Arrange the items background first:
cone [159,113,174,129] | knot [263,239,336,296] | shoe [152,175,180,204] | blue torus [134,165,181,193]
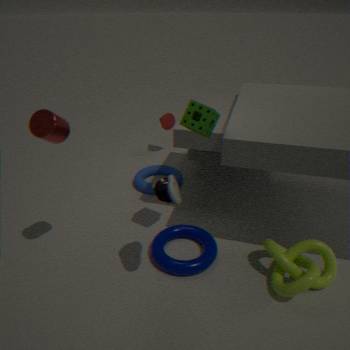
cone [159,113,174,129], blue torus [134,165,181,193], knot [263,239,336,296], shoe [152,175,180,204]
